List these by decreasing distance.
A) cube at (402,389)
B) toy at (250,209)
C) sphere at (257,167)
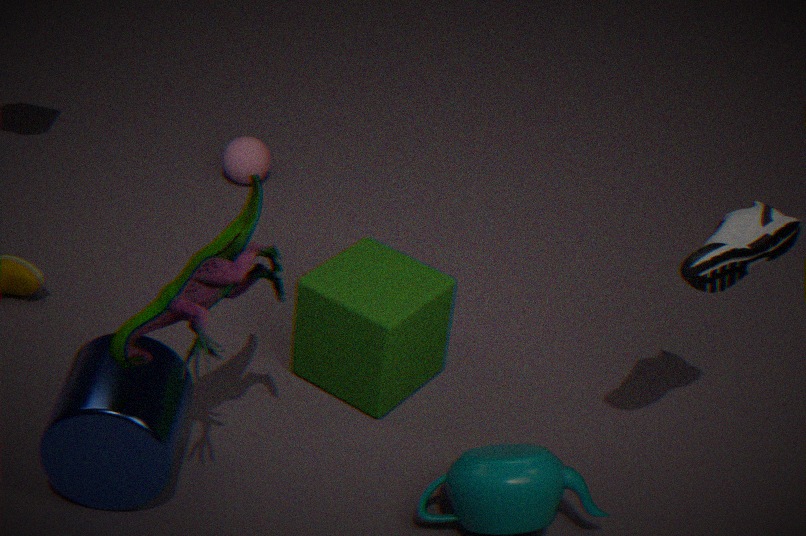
1. C. sphere at (257,167)
2. A. cube at (402,389)
3. B. toy at (250,209)
